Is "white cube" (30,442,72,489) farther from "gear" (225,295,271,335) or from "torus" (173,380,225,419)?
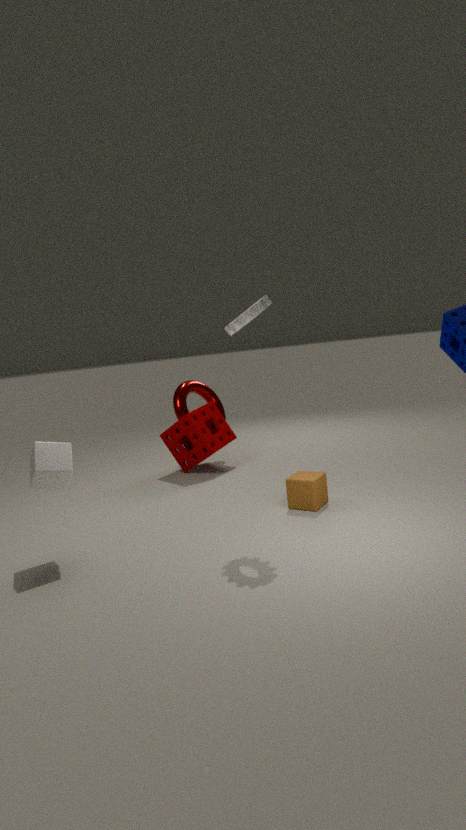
"torus" (173,380,225,419)
